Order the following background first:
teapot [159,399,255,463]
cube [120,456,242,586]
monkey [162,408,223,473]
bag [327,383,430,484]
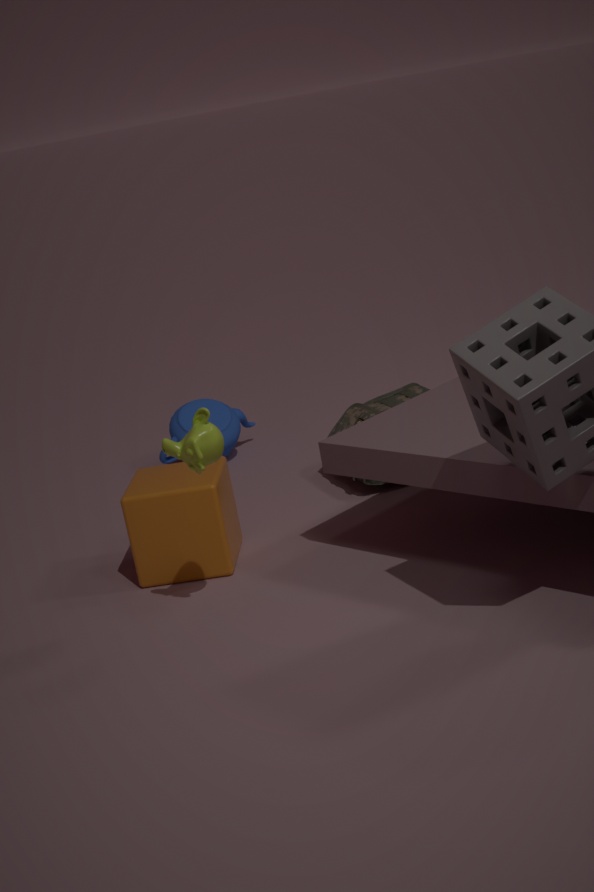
teapot [159,399,255,463] < bag [327,383,430,484] < cube [120,456,242,586] < monkey [162,408,223,473]
